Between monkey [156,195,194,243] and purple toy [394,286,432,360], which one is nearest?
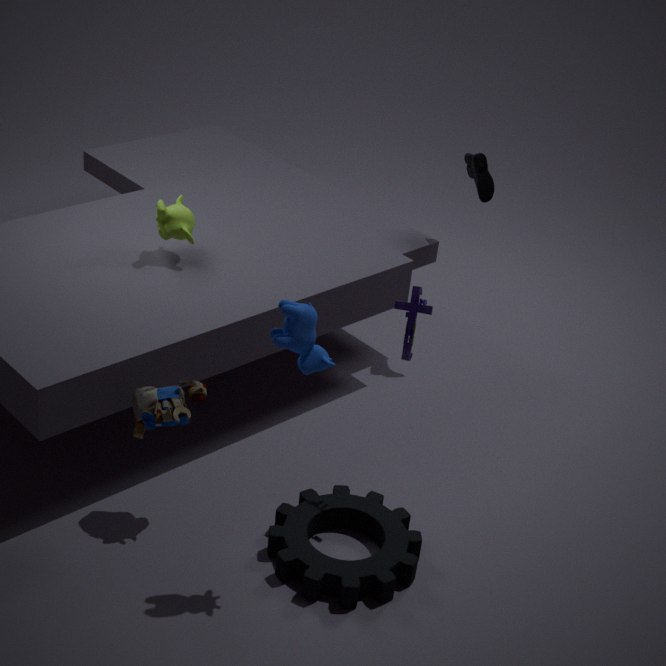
purple toy [394,286,432,360]
